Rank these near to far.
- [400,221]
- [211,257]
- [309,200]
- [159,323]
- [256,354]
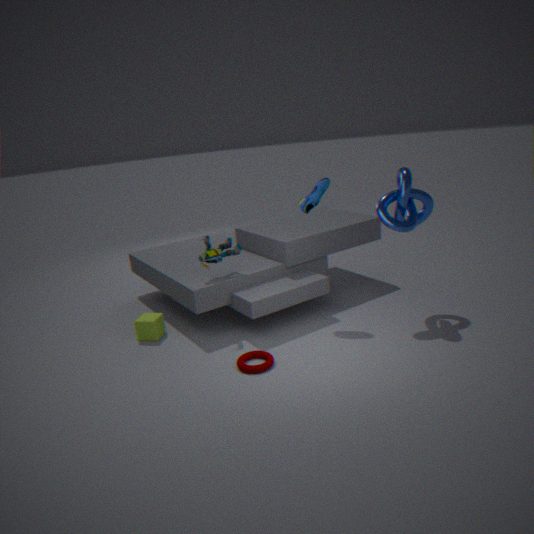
[256,354] → [400,221] → [309,200] → [211,257] → [159,323]
